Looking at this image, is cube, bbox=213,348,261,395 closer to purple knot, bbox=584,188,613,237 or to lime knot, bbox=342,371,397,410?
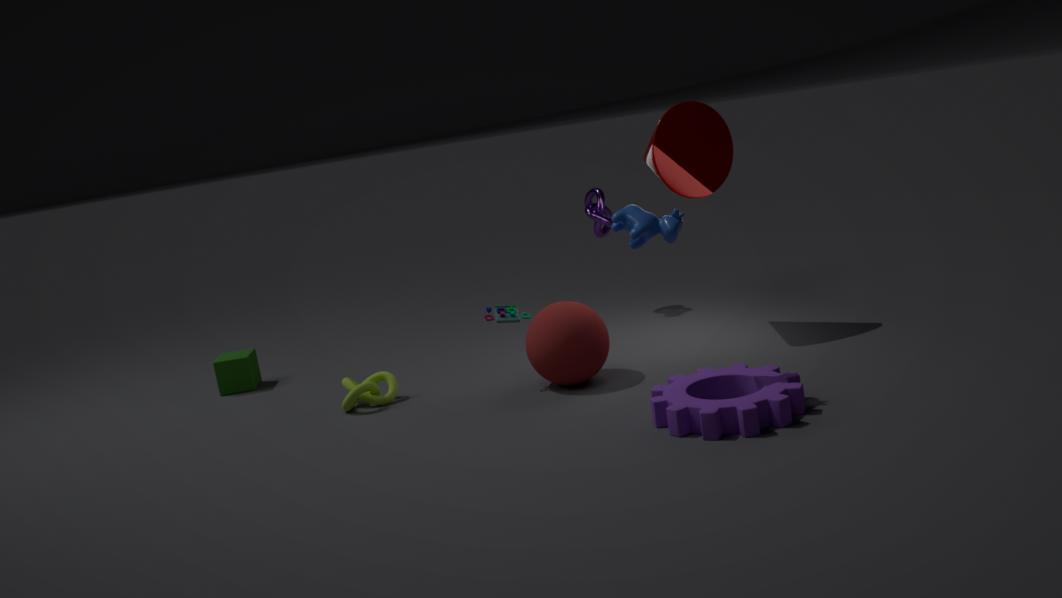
lime knot, bbox=342,371,397,410
